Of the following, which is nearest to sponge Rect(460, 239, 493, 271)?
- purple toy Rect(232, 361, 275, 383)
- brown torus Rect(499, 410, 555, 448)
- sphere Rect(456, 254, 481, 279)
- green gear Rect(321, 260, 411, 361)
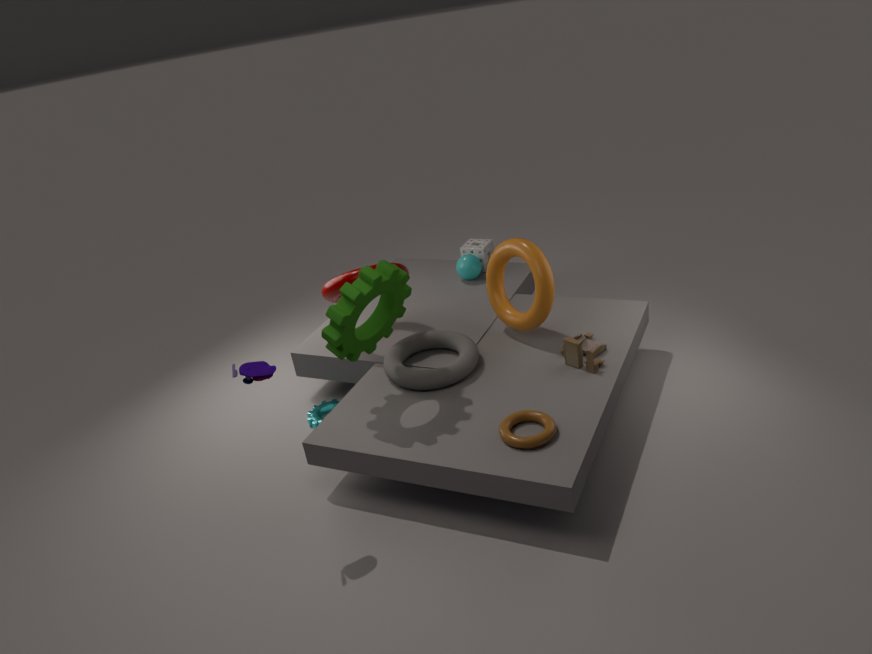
sphere Rect(456, 254, 481, 279)
